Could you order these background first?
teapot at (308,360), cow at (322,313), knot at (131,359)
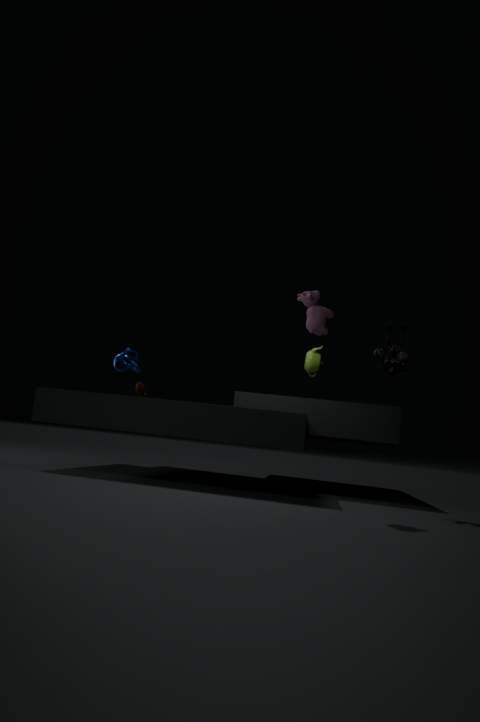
knot at (131,359) → teapot at (308,360) → cow at (322,313)
